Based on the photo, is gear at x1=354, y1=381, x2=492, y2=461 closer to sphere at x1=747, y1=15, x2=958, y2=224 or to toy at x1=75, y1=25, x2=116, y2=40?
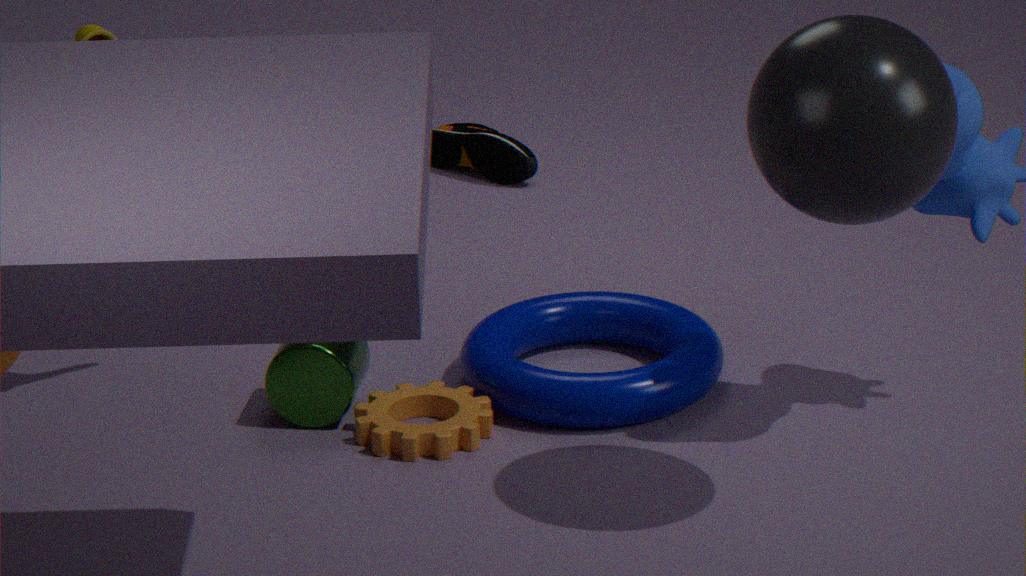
toy at x1=75, y1=25, x2=116, y2=40
